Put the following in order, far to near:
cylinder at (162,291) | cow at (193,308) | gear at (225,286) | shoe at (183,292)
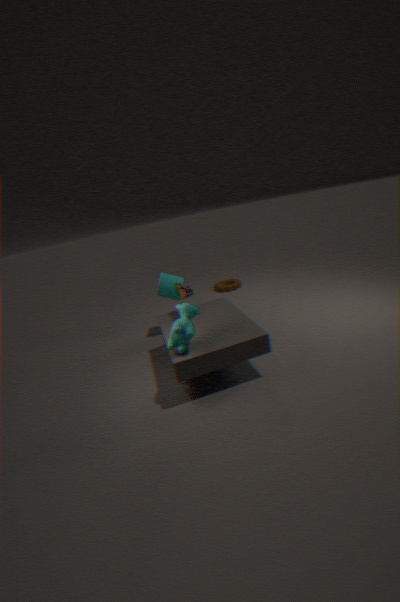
1. gear at (225,286)
2. cylinder at (162,291)
3. shoe at (183,292)
4. cow at (193,308)
